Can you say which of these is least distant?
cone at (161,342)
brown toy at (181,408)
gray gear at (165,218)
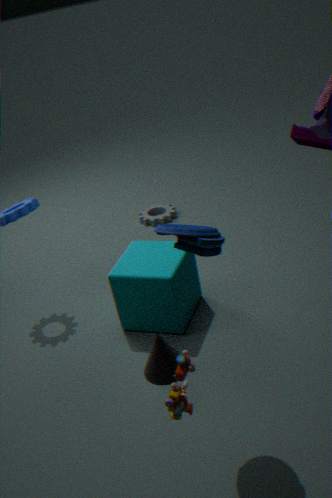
brown toy at (181,408)
